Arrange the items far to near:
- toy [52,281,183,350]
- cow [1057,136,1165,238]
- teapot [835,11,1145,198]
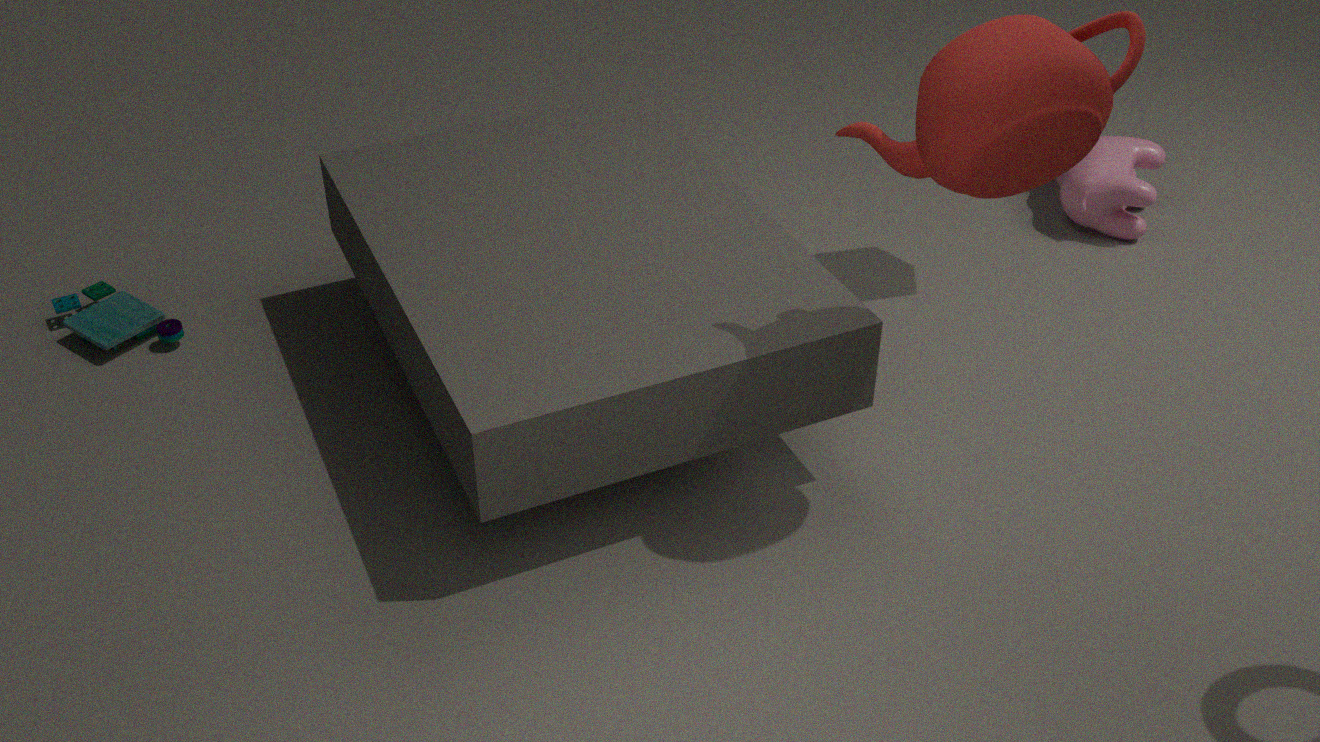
cow [1057,136,1165,238]
toy [52,281,183,350]
teapot [835,11,1145,198]
